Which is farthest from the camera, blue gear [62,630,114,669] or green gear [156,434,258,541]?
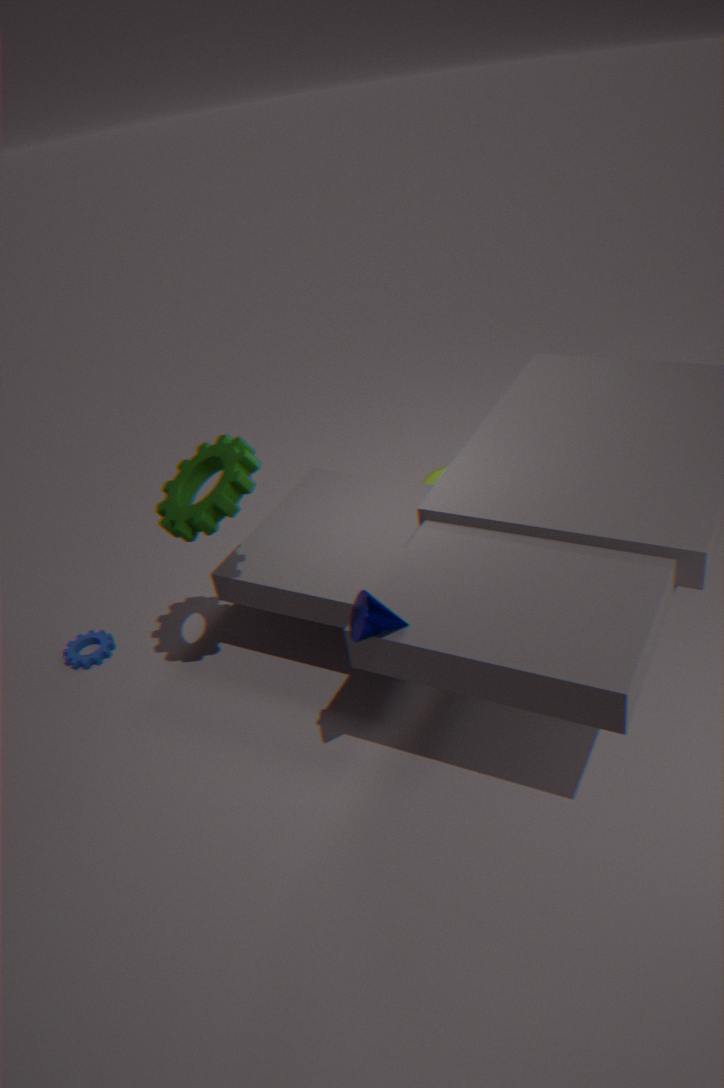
blue gear [62,630,114,669]
